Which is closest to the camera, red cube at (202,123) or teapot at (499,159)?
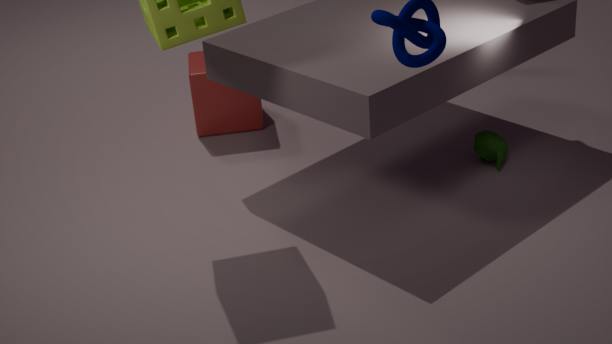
teapot at (499,159)
